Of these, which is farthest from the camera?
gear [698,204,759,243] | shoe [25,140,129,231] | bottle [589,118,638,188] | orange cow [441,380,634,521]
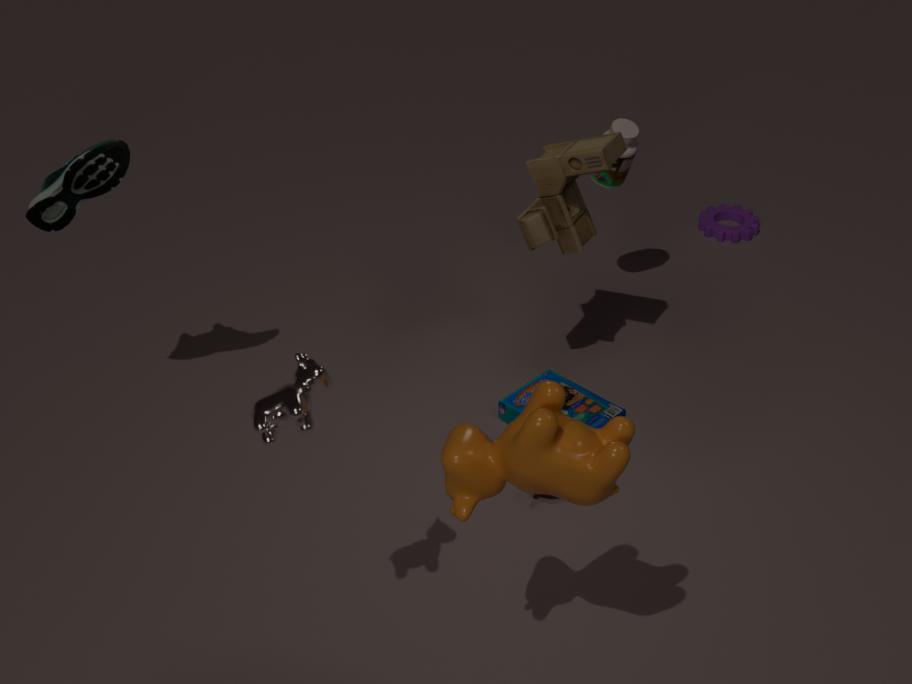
gear [698,204,759,243]
